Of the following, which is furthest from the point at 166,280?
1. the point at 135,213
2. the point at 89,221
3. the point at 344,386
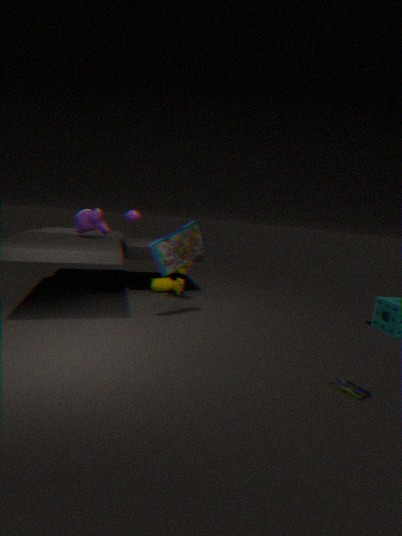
the point at 344,386
